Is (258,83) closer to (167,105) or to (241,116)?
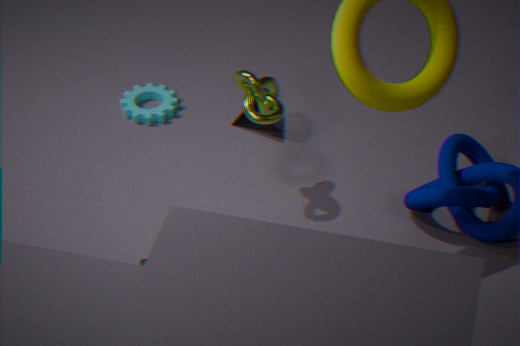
(241,116)
